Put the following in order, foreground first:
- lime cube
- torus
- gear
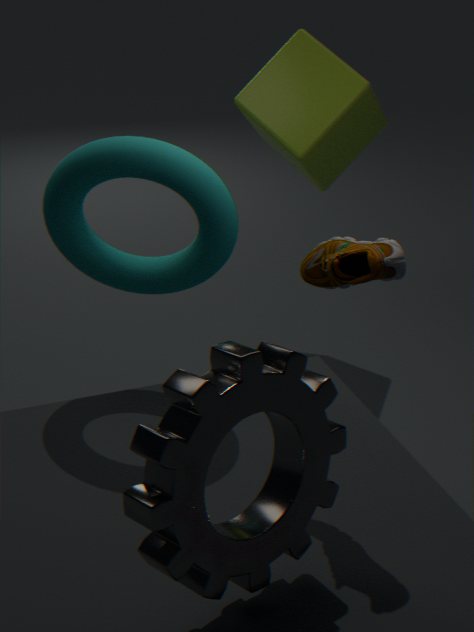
gear < torus < lime cube
